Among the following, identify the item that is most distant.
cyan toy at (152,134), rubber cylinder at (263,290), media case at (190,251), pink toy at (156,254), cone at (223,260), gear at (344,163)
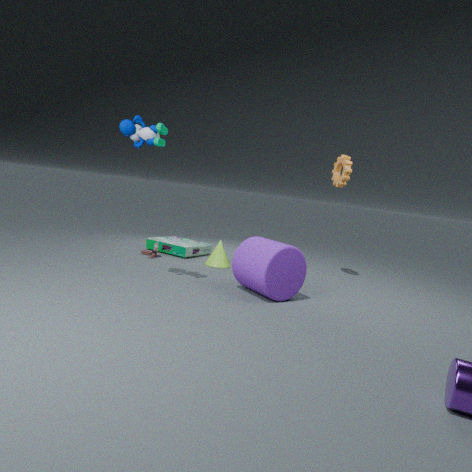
media case at (190,251)
